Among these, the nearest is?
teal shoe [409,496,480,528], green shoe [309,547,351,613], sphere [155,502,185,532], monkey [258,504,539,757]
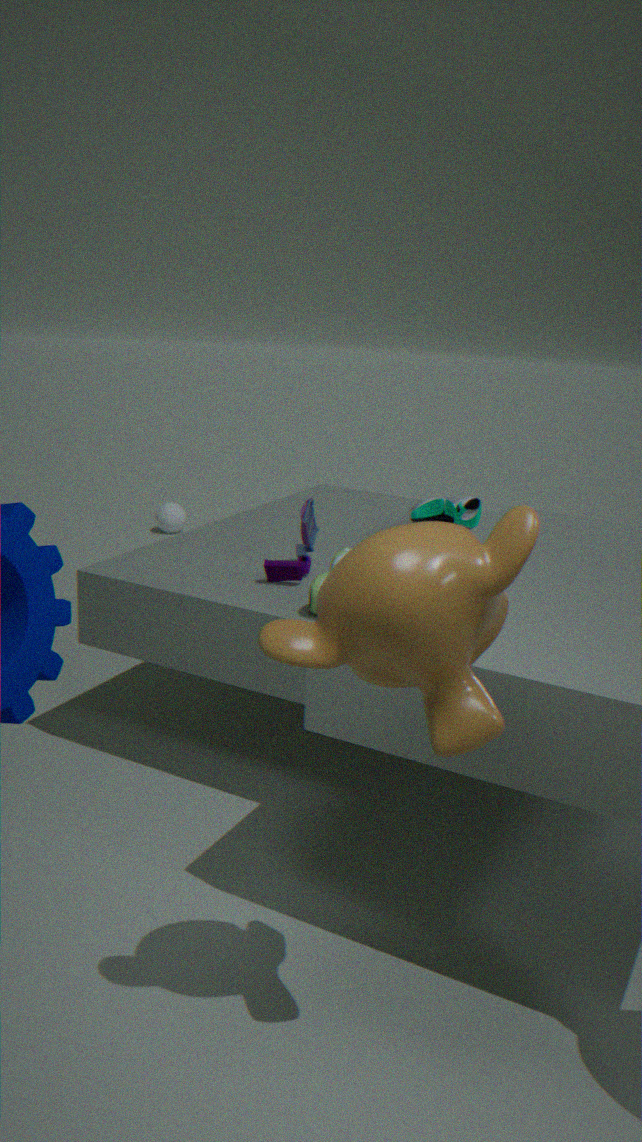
monkey [258,504,539,757]
